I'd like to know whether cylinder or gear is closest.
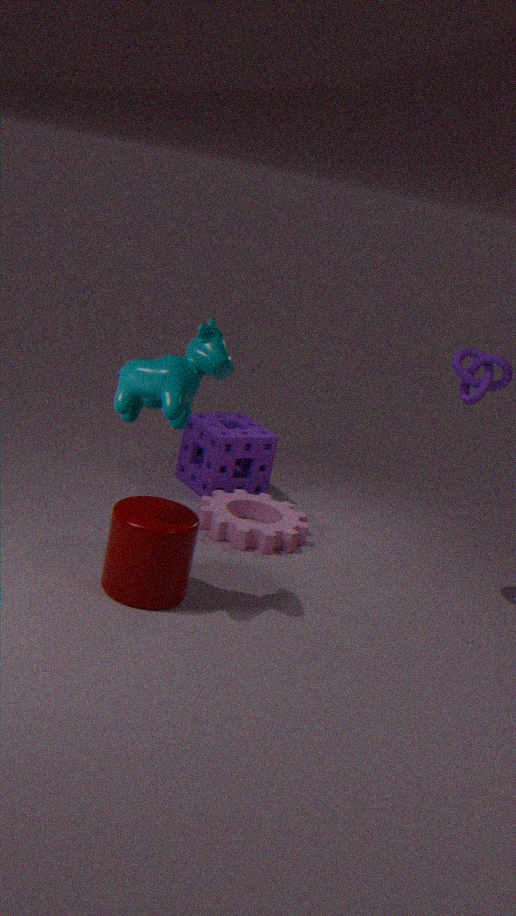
cylinder
